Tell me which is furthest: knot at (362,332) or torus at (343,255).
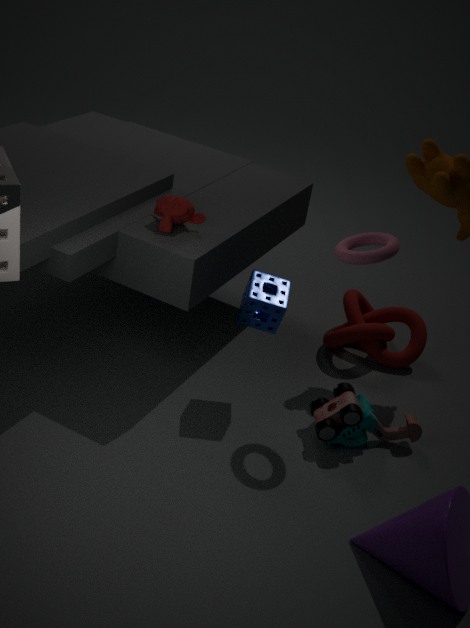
knot at (362,332)
